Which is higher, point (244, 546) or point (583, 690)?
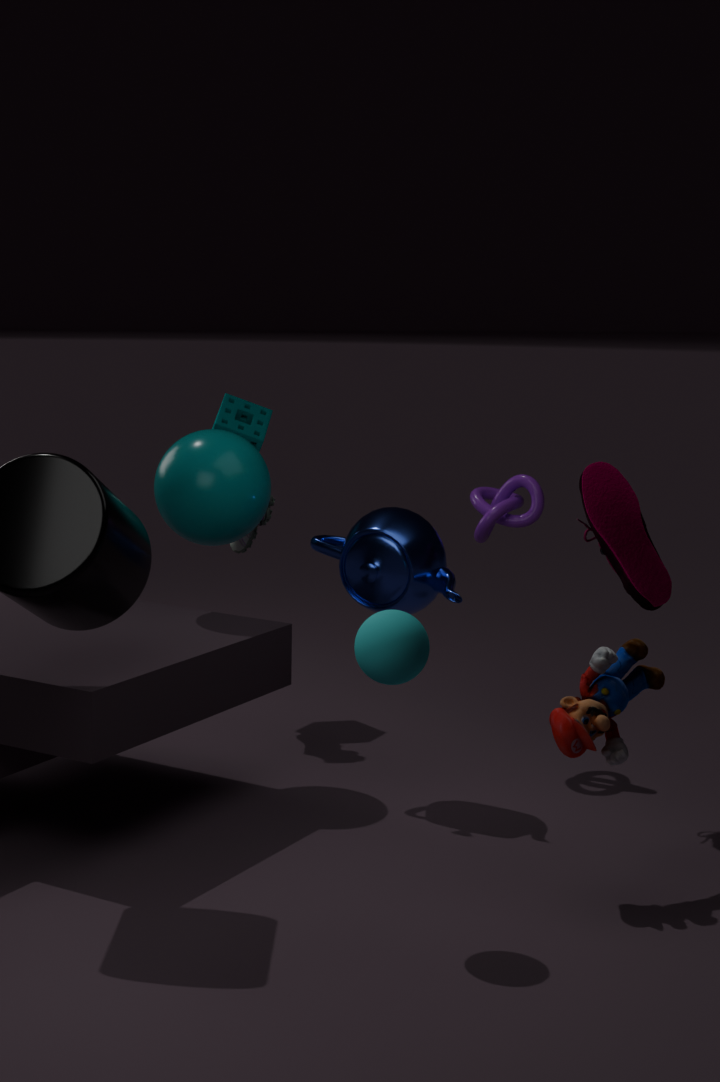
point (244, 546)
